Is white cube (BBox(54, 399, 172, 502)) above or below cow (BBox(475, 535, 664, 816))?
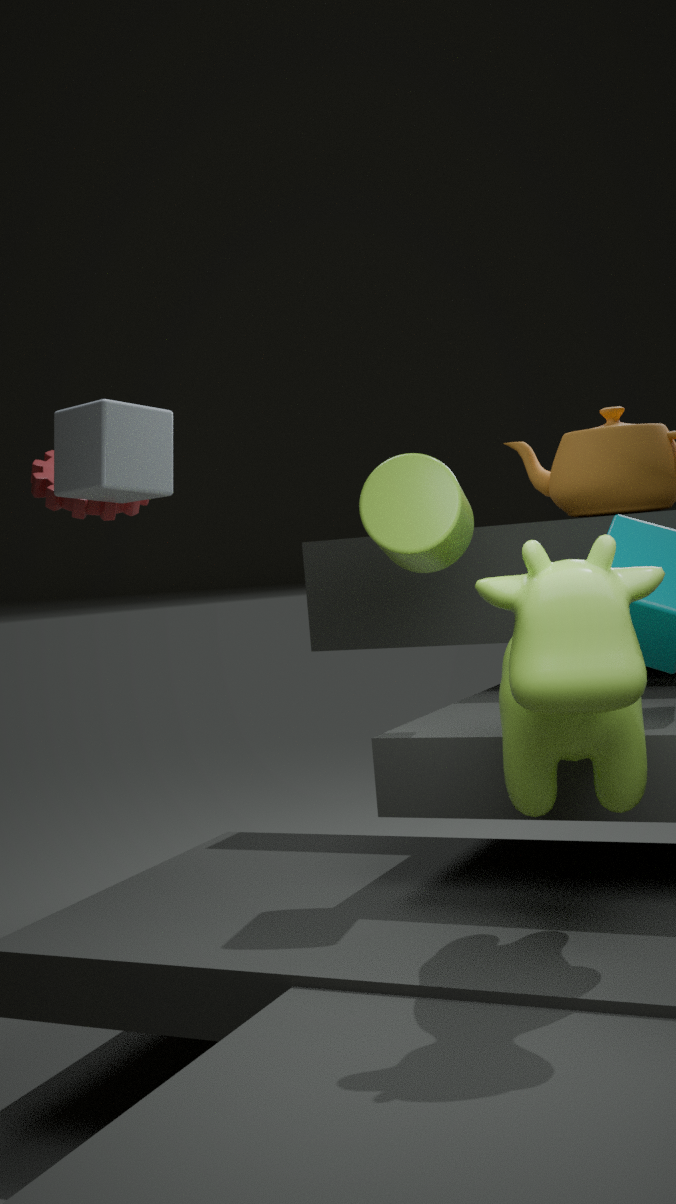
above
